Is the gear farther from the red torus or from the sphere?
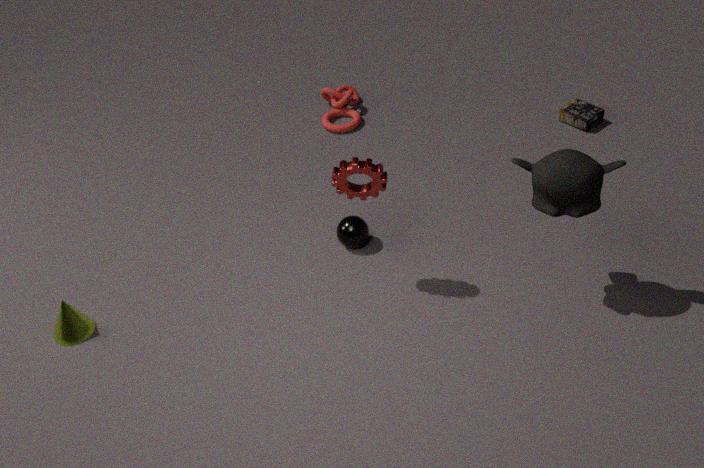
the red torus
